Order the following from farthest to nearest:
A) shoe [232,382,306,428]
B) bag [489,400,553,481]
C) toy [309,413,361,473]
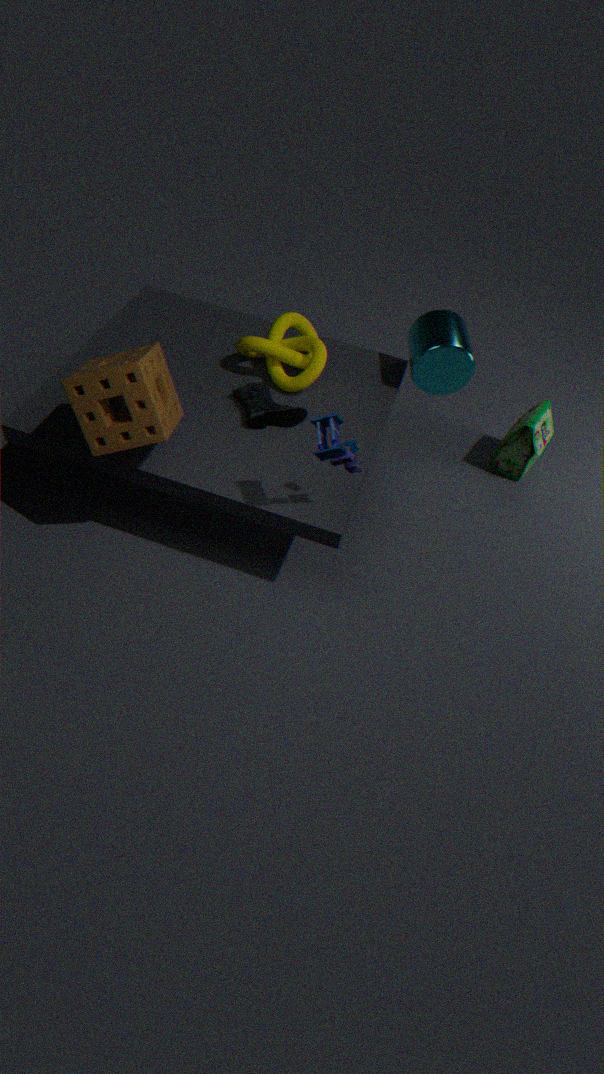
bag [489,400,553,481] → shoe [232,382,306,428] → toy [309,413,361,473]
